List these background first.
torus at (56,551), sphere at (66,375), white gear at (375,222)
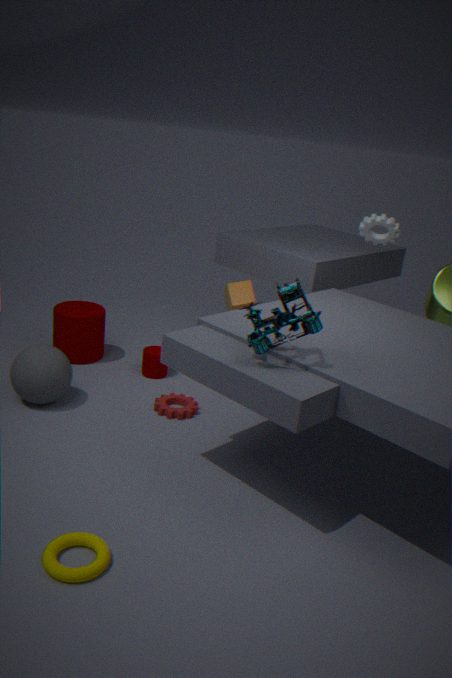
white gear at (375,222) → sphere at (66,375) → torus at (56,551)
